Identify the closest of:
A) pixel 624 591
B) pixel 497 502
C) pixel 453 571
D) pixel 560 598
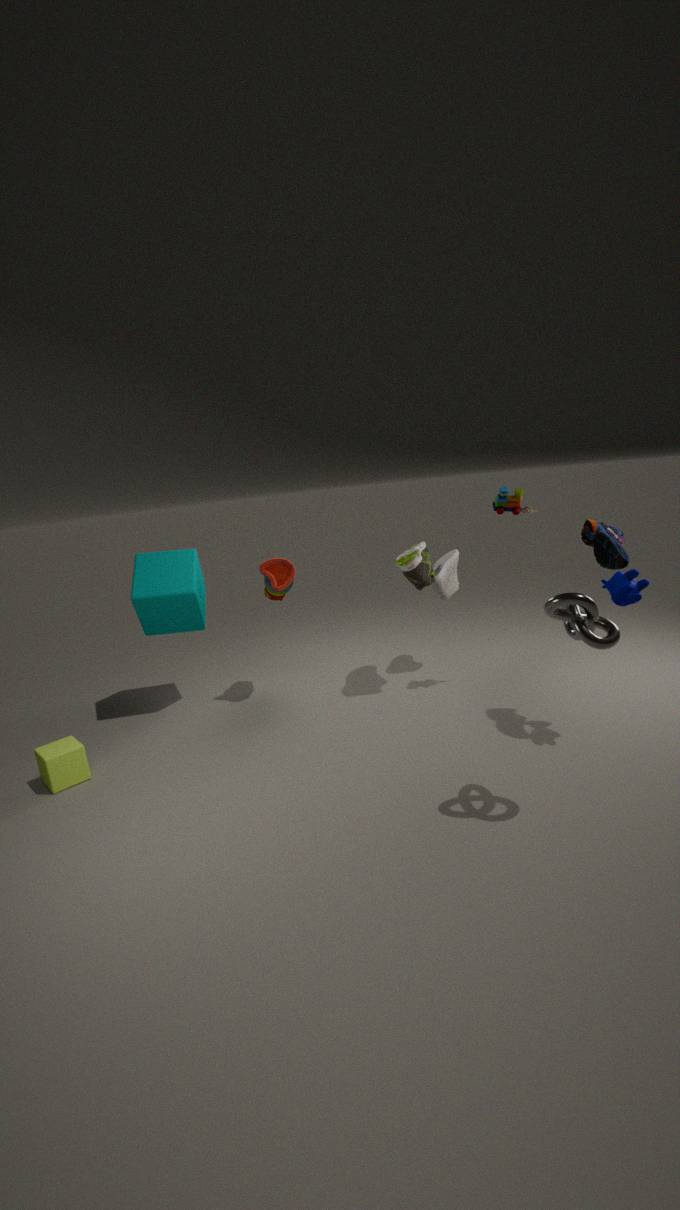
pixel 560 598
